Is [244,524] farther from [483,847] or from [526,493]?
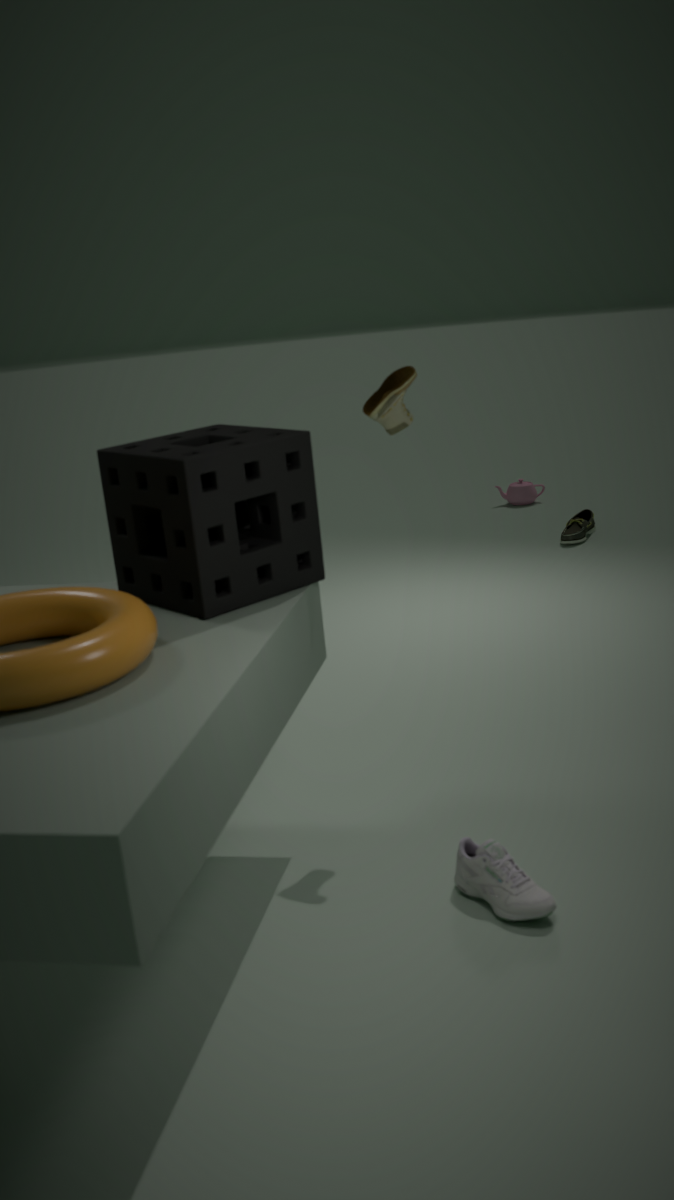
[526,493]
